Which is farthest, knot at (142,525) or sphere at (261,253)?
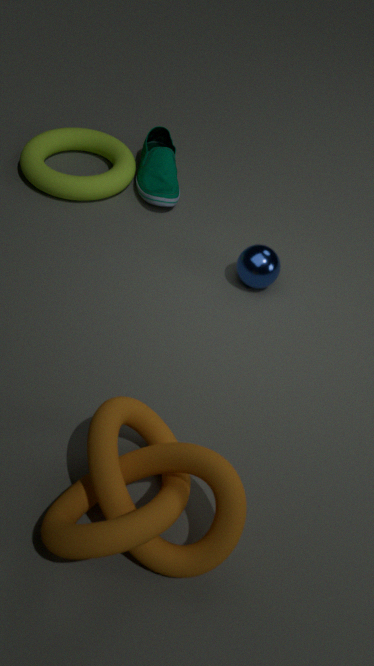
sphere at (261,253)
